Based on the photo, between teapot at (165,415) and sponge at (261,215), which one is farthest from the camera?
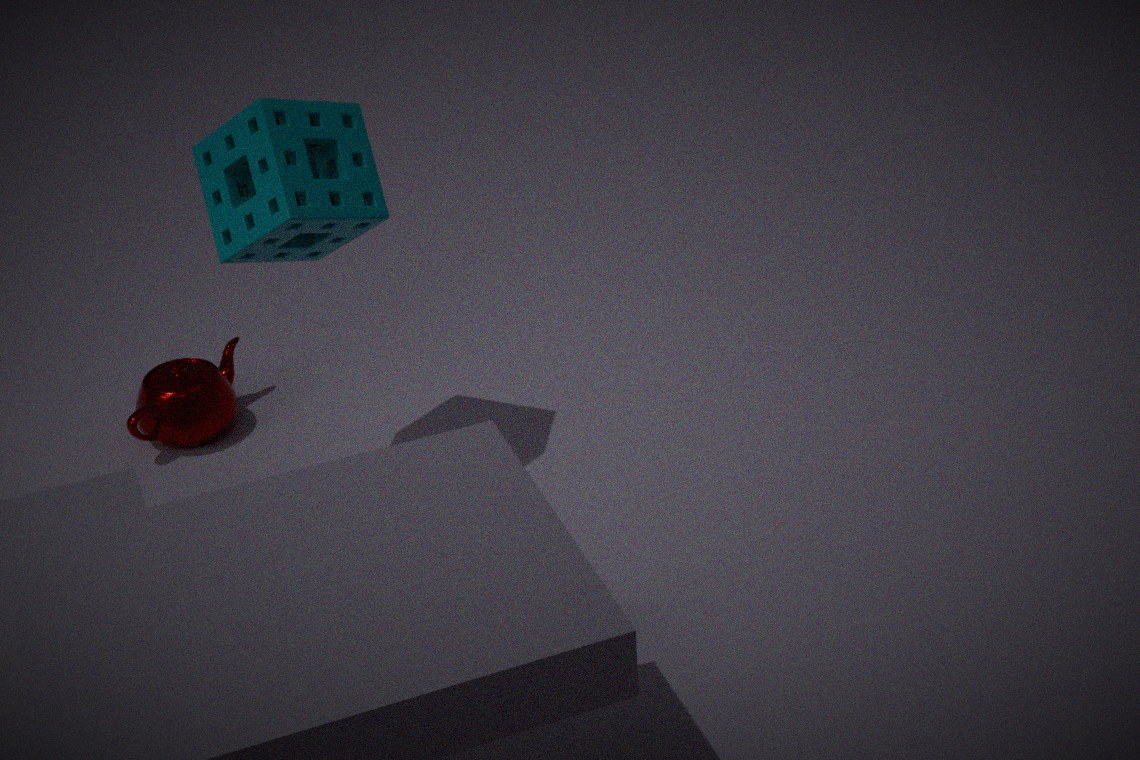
teapot at (165,415)
